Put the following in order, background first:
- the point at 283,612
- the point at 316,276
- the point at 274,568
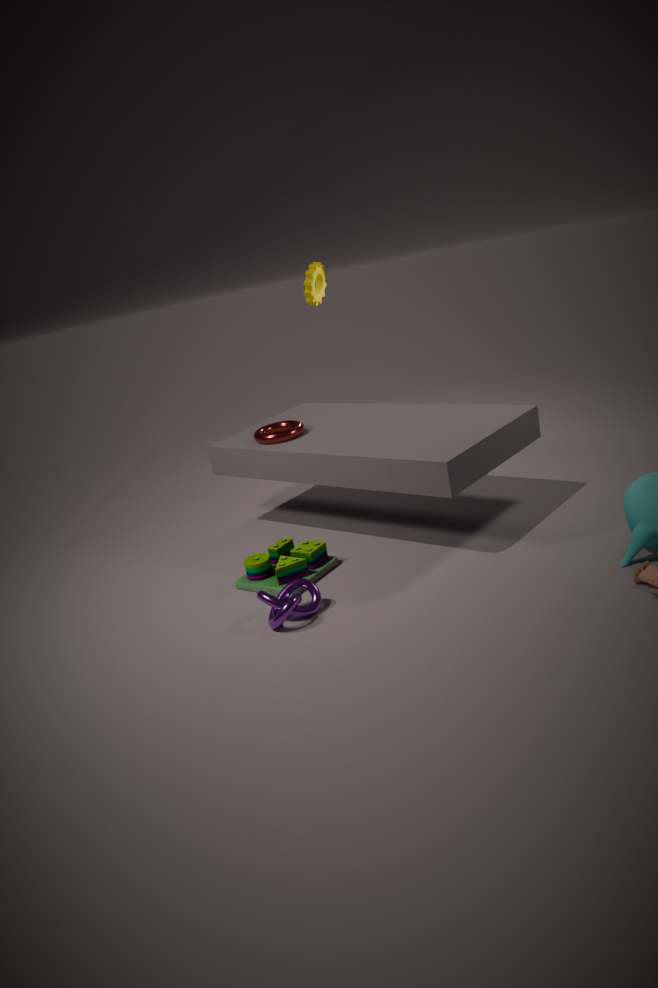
the point at 316,276 → the point at 274,568 → the point at 283,612
